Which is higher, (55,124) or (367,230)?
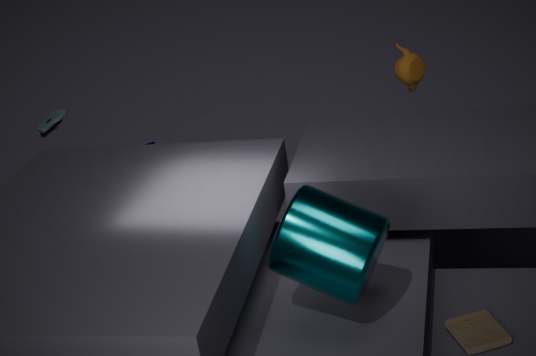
(55,124)
